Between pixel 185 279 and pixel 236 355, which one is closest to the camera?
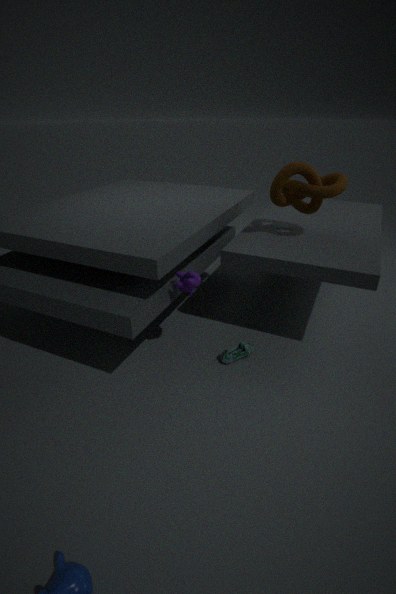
A: pixel 185 279
